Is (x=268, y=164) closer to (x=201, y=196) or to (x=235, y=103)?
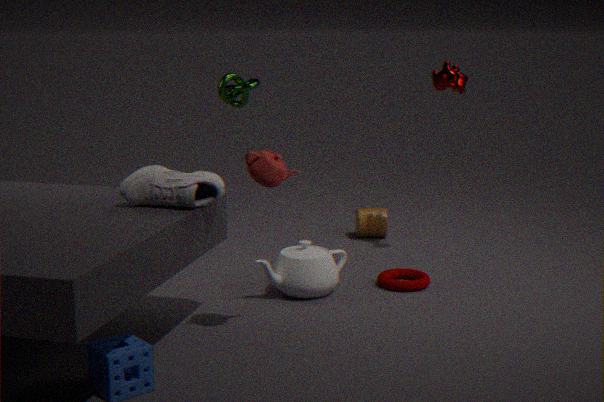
(x=201, y=196)
